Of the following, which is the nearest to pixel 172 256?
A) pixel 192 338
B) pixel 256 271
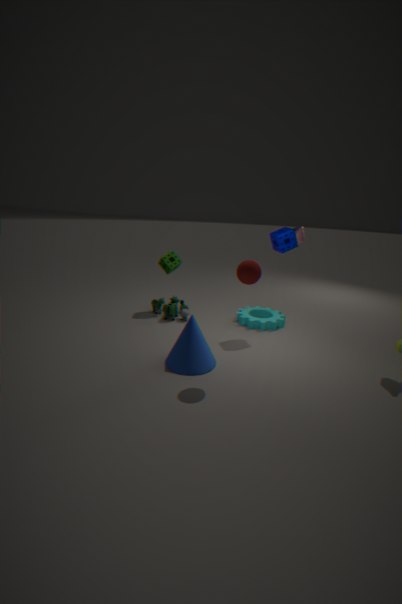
pixel 192 338
